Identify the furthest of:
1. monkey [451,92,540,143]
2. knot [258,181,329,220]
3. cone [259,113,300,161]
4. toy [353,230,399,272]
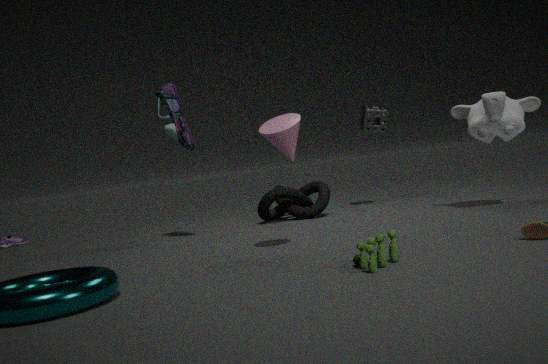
knot [258,181,329,220]
